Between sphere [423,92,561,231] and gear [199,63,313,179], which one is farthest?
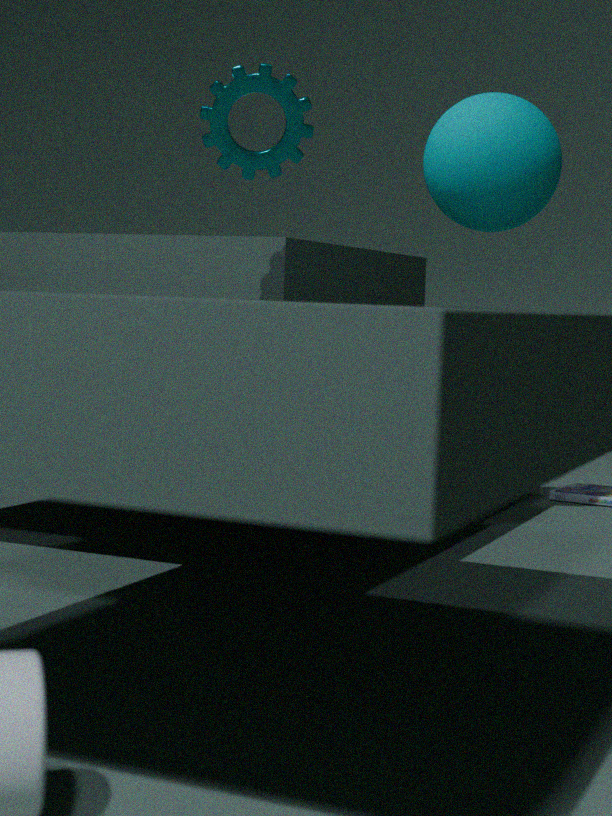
sphere [423,92,561,231]
